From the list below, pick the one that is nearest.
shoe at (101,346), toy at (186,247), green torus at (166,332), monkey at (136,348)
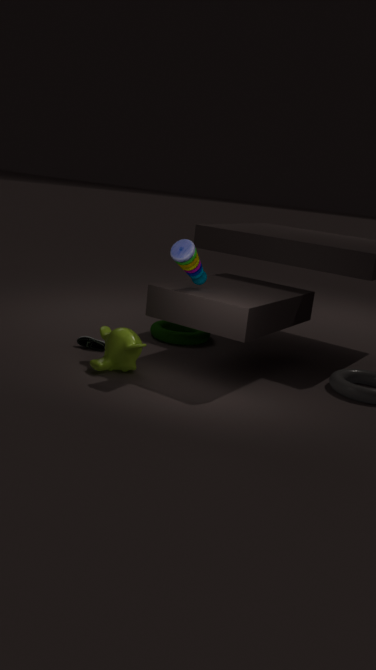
toy at (186,247)
